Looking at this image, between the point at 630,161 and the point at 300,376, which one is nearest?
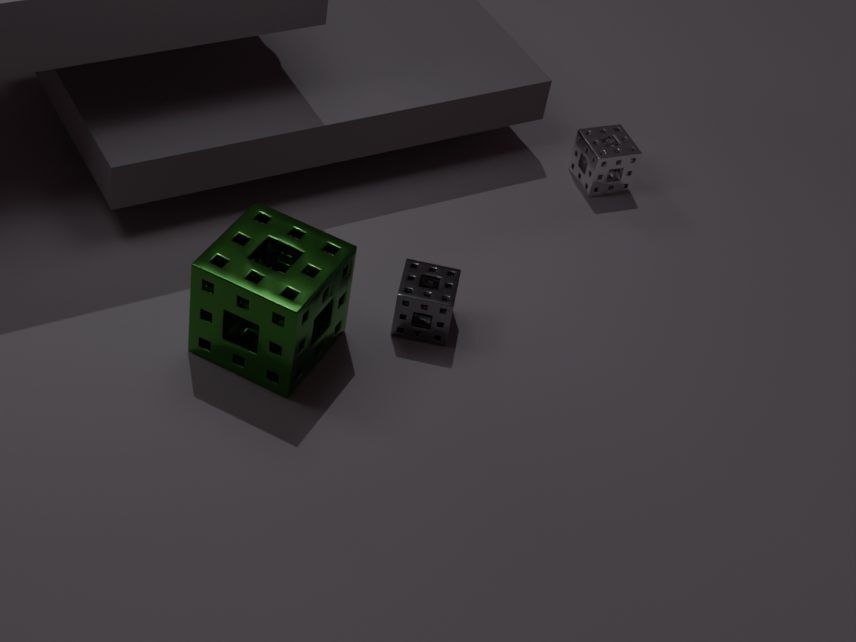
the point at 300,376
